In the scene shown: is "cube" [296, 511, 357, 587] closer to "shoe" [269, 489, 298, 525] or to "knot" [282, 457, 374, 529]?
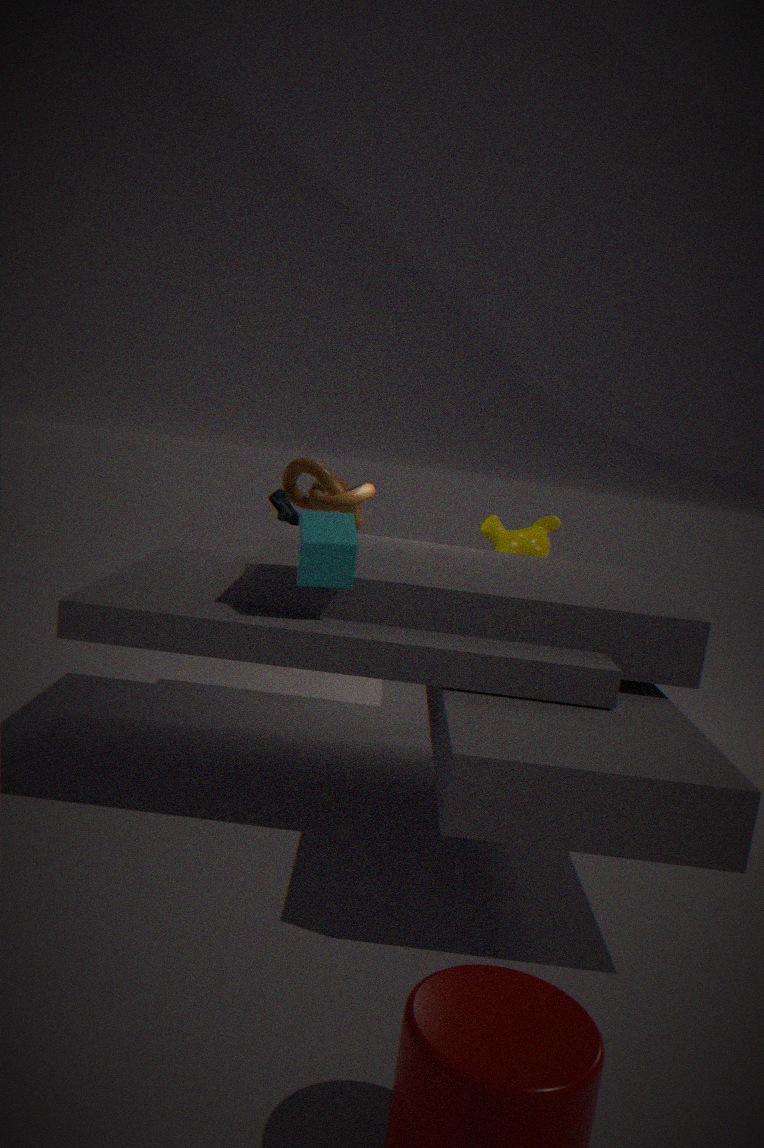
"knot" [282, 457, 374, 529]
